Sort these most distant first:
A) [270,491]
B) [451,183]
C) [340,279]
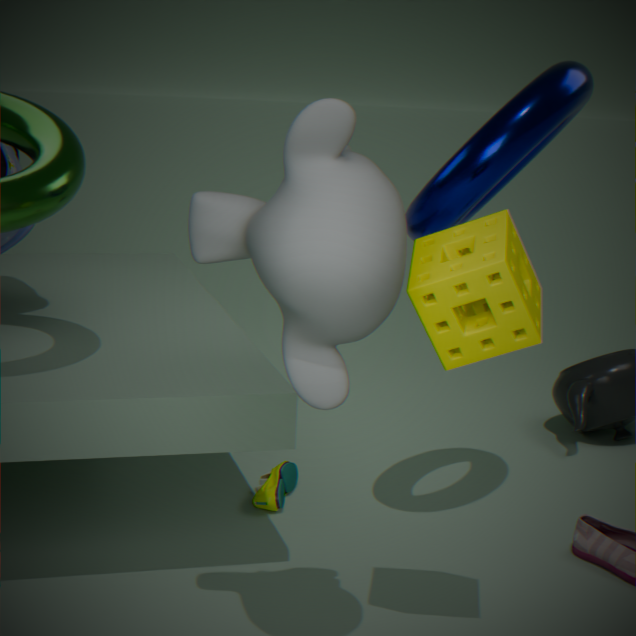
[270,491] → [451,183] → [340,279]
